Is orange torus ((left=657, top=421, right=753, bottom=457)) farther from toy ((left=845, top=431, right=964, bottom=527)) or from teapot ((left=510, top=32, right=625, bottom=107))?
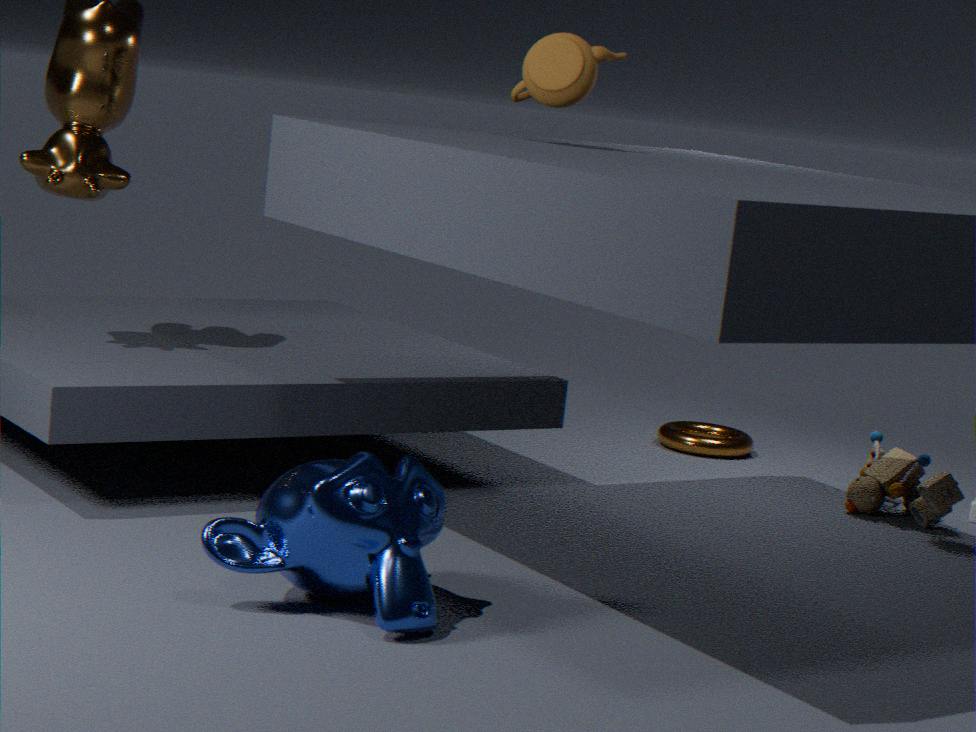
teapot ((left=510, top=32, right=625, bottom=107))
